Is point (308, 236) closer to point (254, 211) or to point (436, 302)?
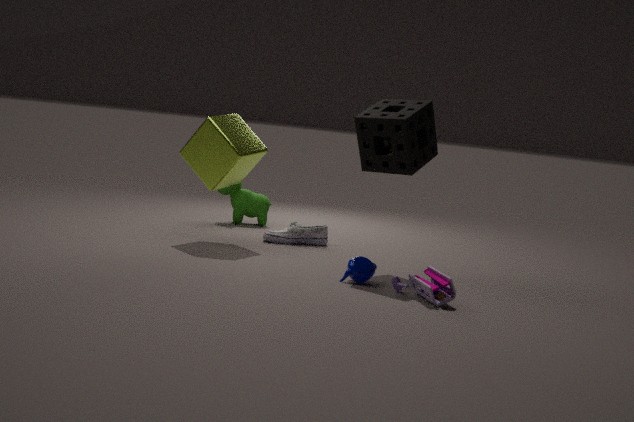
point (254, 211)
